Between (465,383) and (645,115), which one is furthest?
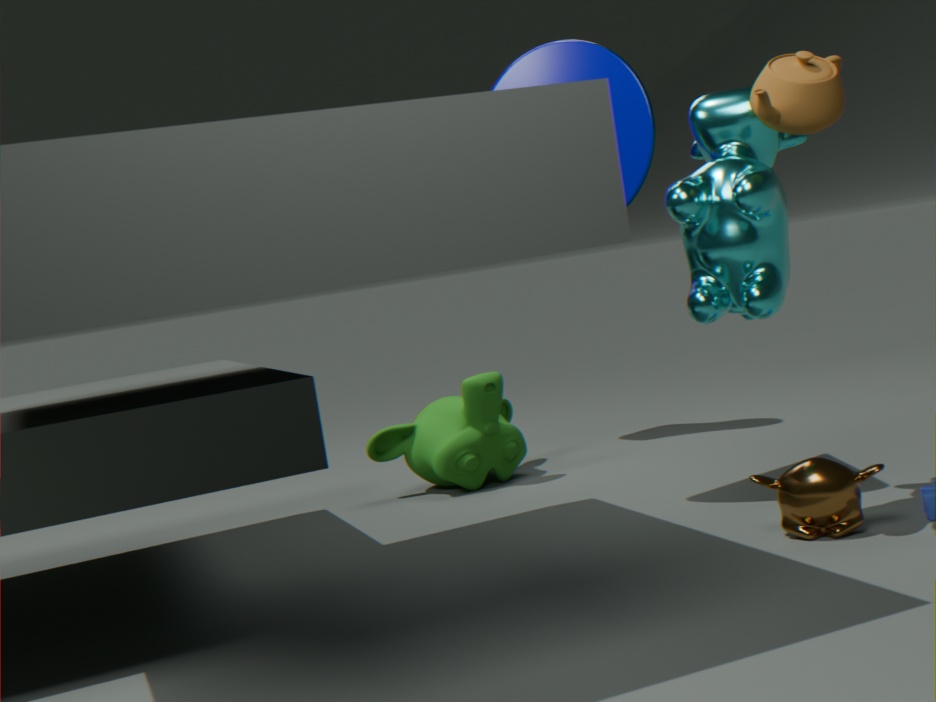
(465,383)
